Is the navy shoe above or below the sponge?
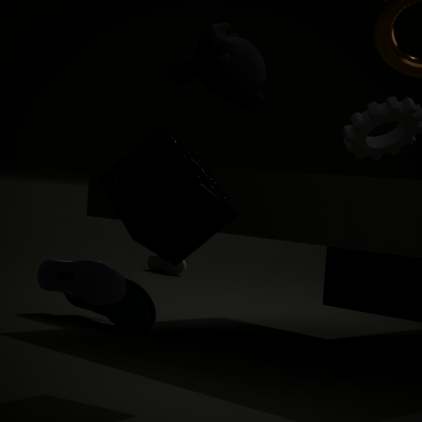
below
